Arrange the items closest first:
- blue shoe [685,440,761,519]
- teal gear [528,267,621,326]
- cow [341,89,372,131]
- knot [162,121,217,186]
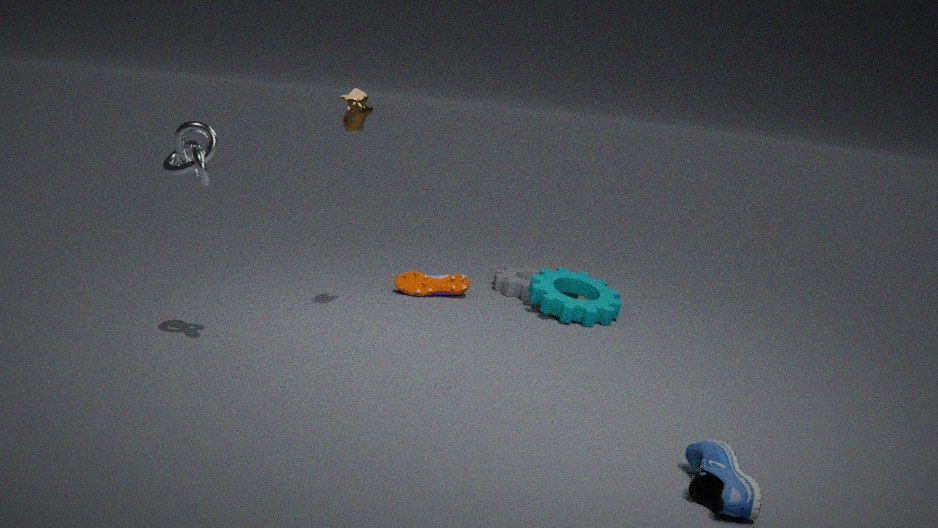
blue shoe [685,440,761,519] → knot [162,121,217,186] → cow [341,89,372,131] → teal gear [528,267,621,326]
